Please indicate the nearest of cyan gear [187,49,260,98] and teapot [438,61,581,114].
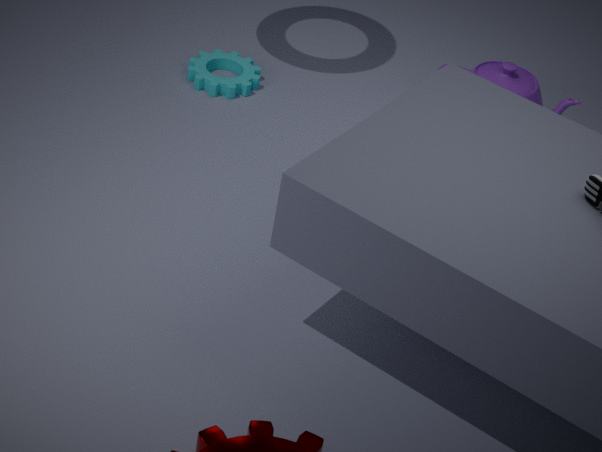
teapot [438,61,581,114]
